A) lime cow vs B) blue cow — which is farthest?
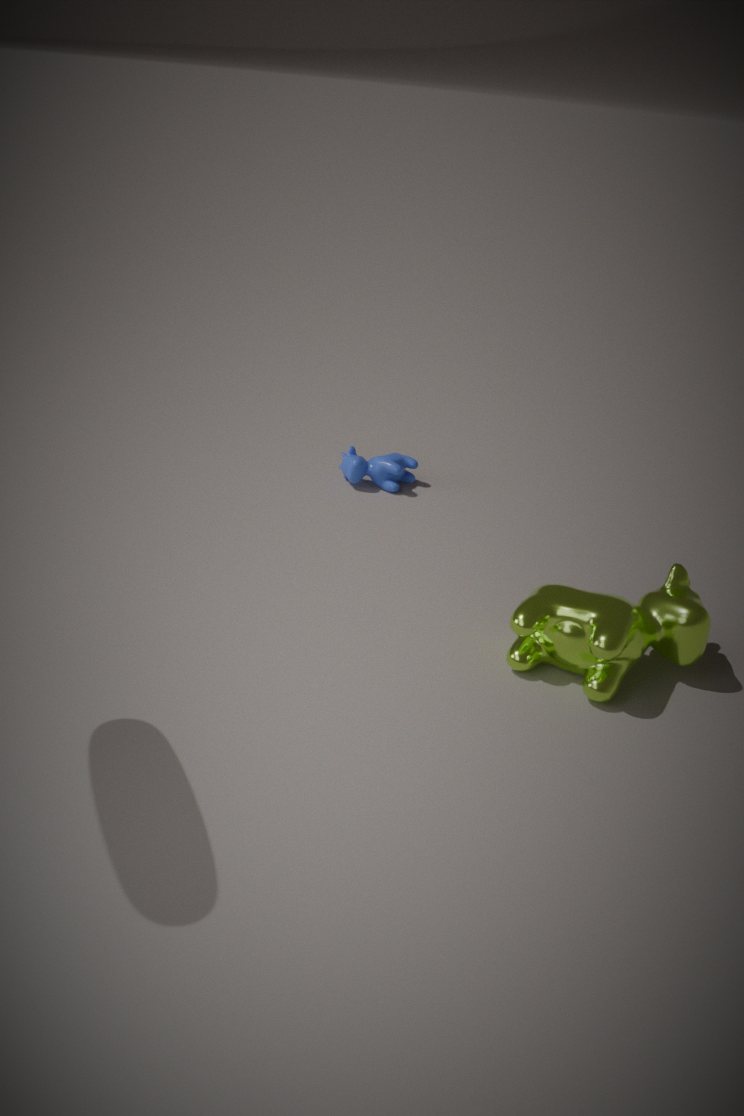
B. blue cow
